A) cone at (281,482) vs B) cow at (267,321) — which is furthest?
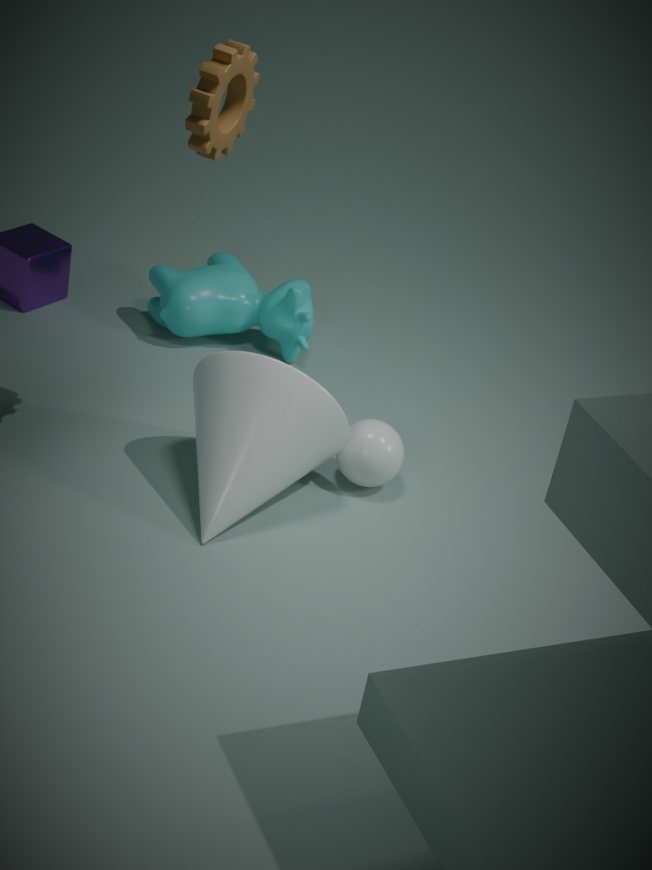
B. cow at (267,321)
